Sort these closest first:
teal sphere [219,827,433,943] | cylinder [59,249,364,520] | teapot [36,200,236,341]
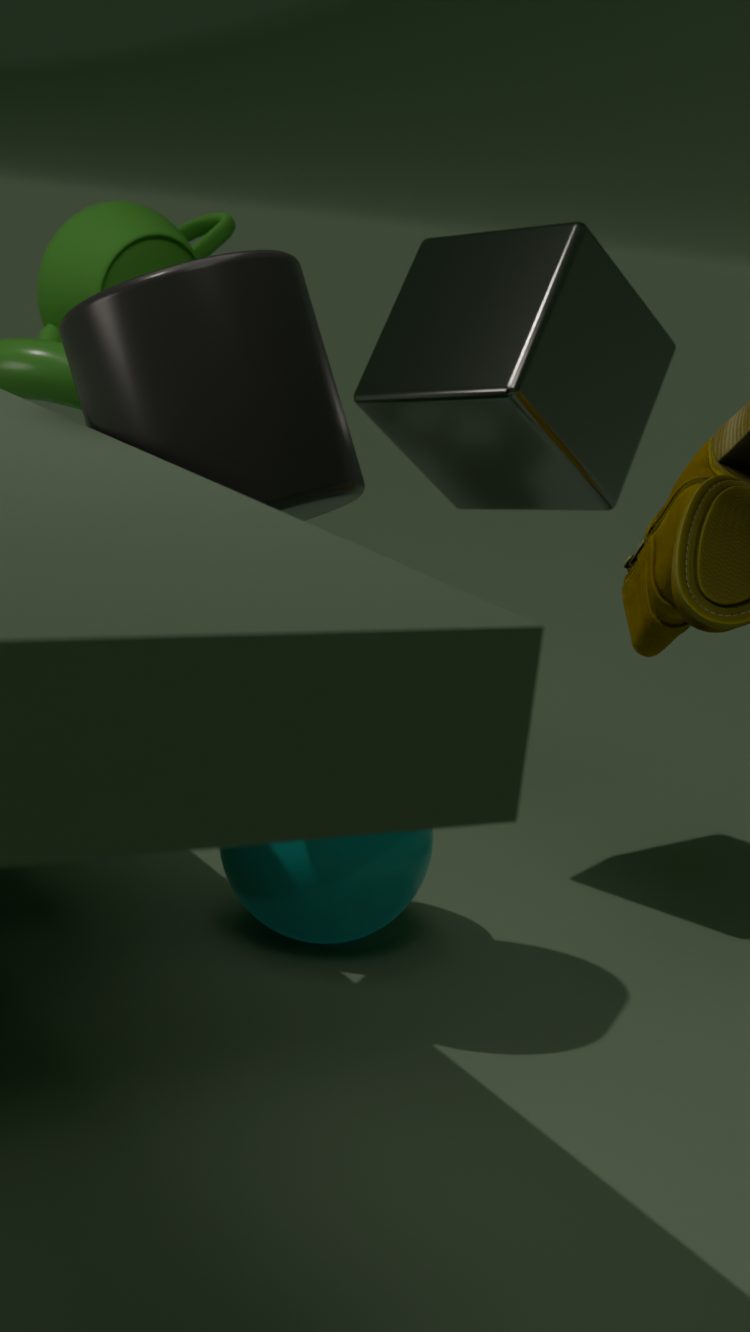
cylinder [59,249,364,520] → teal sphere [219,827,433,943] → teapot [36,200,236,341]
